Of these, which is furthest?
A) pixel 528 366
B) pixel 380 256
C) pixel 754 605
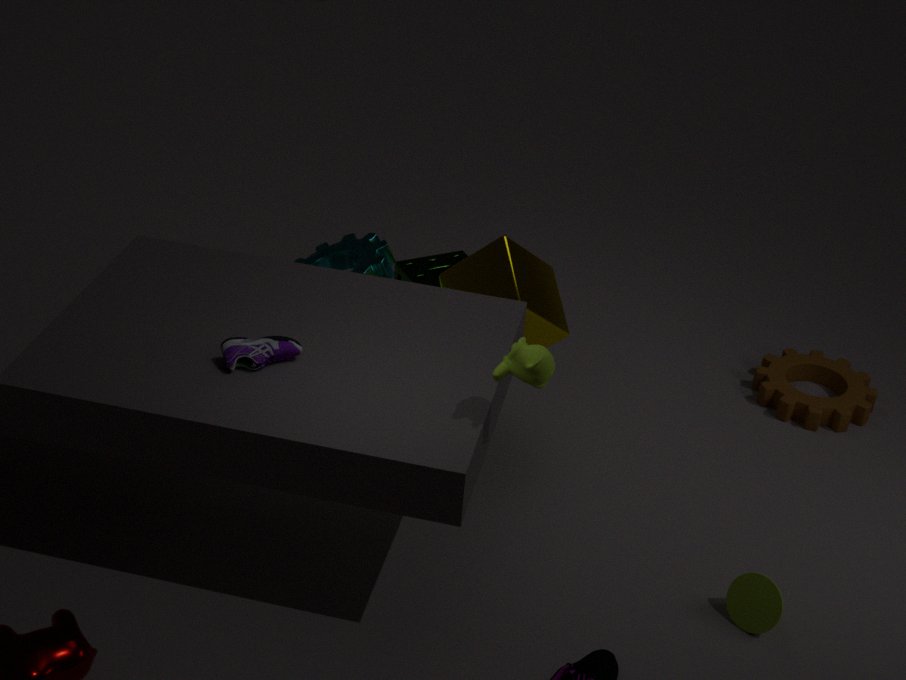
B. pixel 380 256
